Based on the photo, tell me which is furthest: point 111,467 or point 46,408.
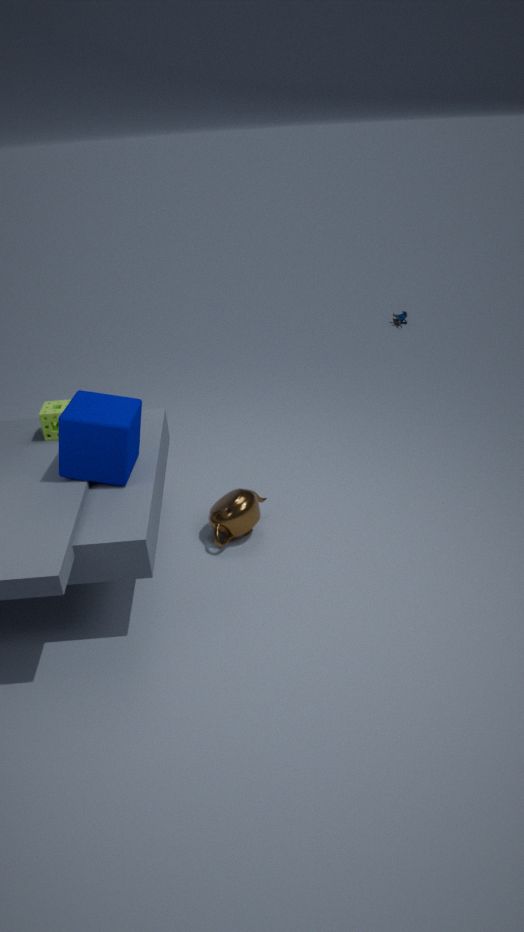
point 46,408
